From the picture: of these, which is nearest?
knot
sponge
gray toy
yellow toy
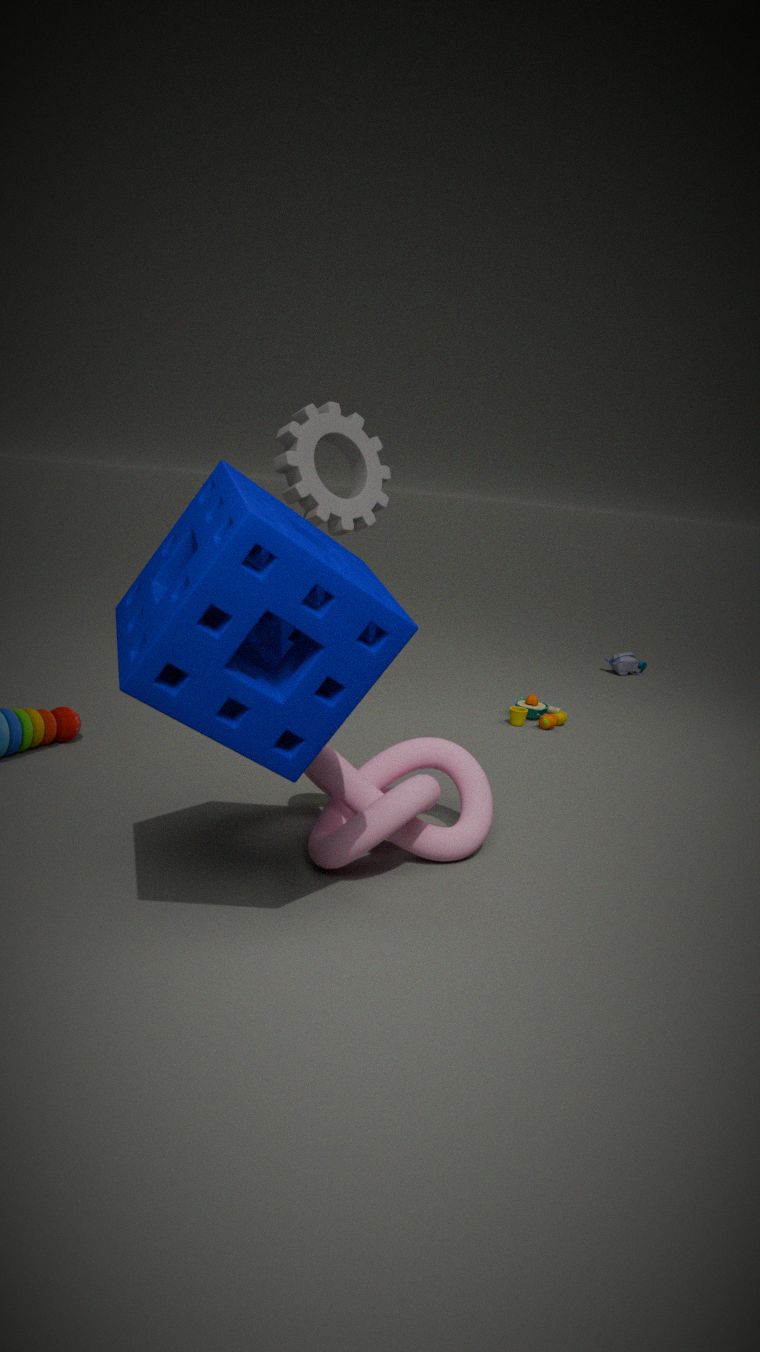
sponge
